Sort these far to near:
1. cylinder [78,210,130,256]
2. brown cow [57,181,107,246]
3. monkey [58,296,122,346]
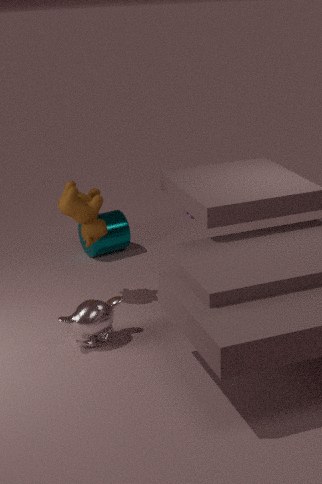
cylinder [78,210,130,256] < brown cow [57,181,107,246] < monkey [58,296,122,346]
